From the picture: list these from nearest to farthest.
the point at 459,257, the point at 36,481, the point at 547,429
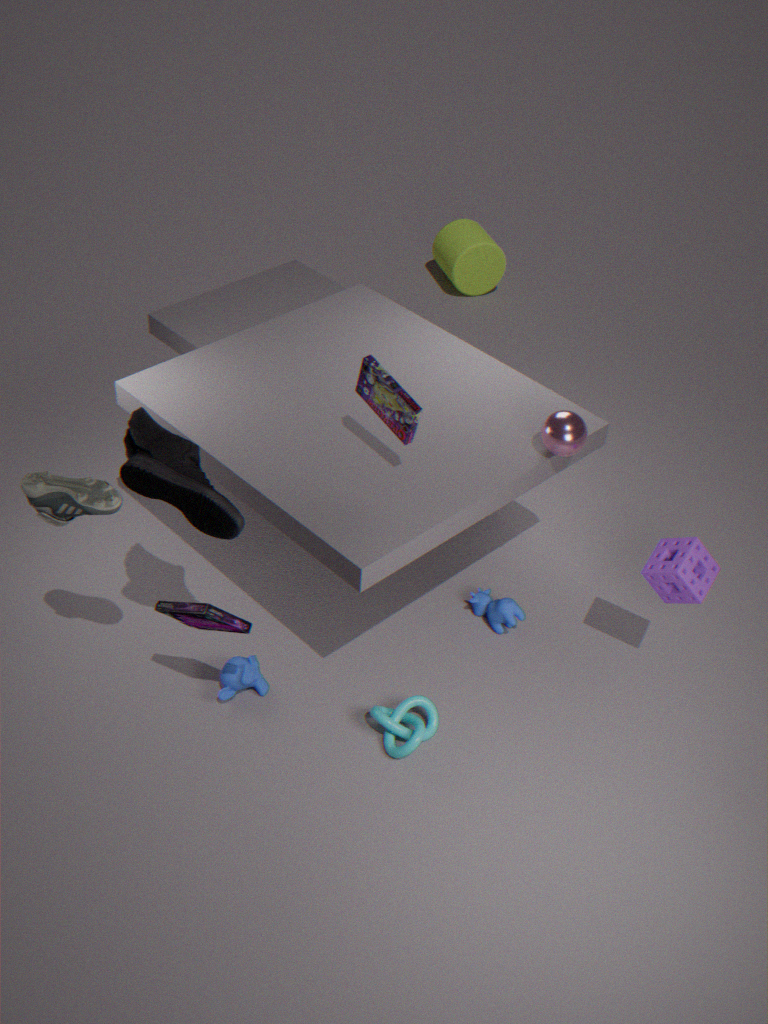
the point at 36,481 < the point at 547,429 < the point at 459,257
